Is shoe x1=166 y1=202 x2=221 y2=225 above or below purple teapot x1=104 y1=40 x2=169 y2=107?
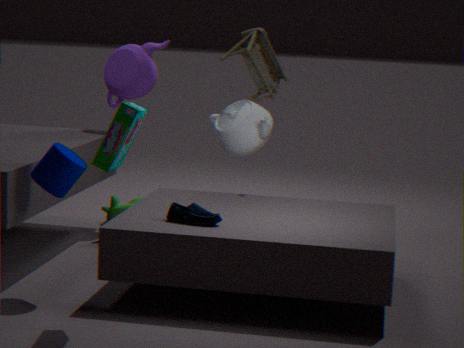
below
